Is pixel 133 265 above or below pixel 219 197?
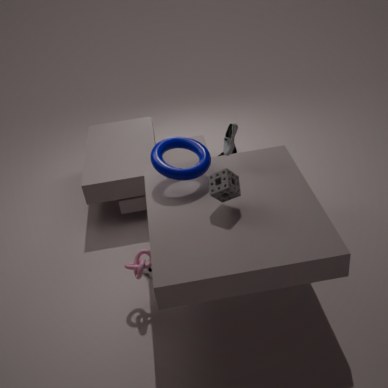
below
